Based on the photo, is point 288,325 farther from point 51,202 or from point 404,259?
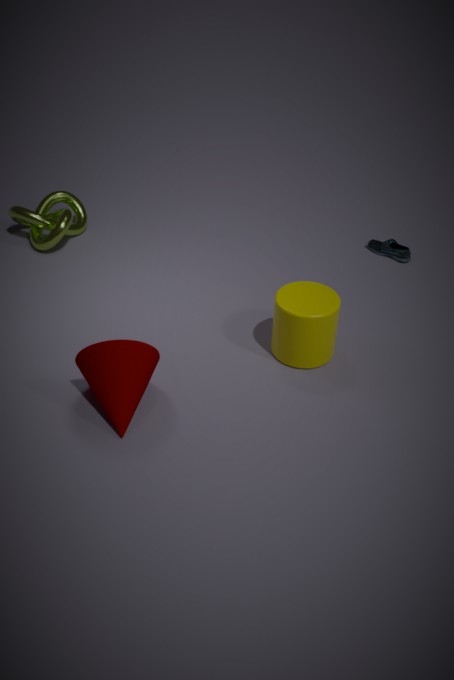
point 51,202
